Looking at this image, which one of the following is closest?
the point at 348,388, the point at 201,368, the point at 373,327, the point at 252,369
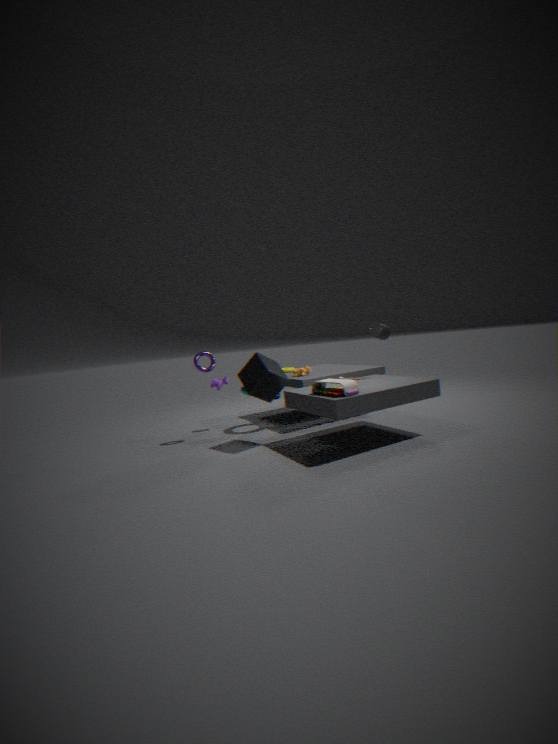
the point at 348,388
